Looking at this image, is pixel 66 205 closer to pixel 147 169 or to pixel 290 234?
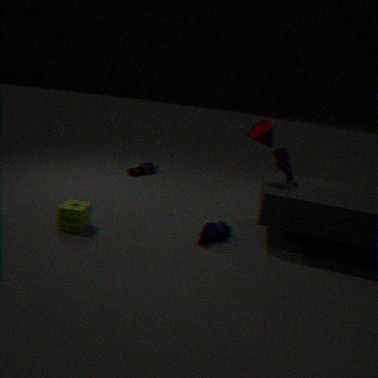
pixel 147 169
